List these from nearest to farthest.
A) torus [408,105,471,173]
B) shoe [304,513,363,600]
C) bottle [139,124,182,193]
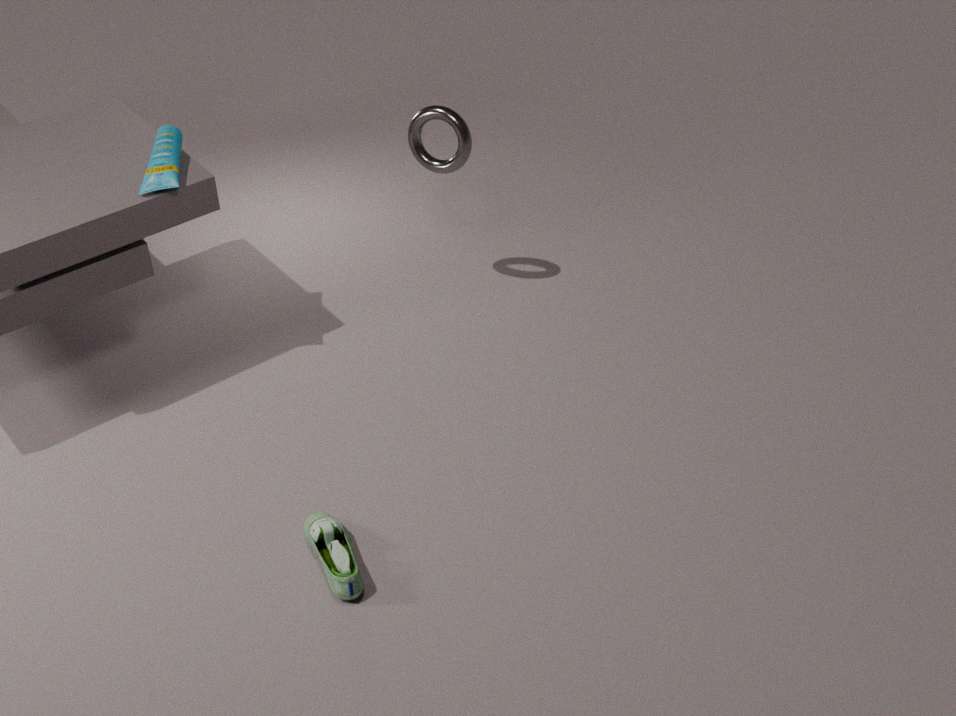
shoe [304,513,363,600] → bottle [139,124,182,193] → torus [408,105,471,173]
